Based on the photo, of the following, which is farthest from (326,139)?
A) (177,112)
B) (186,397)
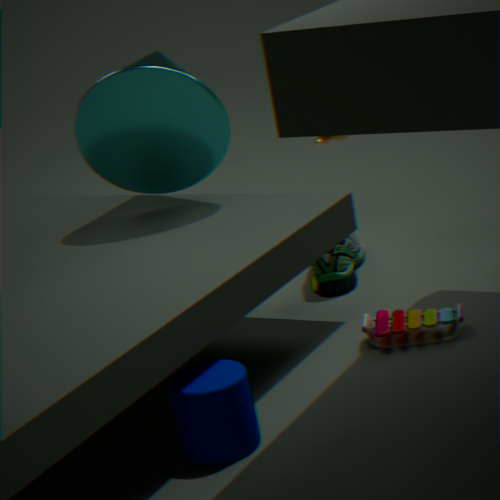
(186,397)
